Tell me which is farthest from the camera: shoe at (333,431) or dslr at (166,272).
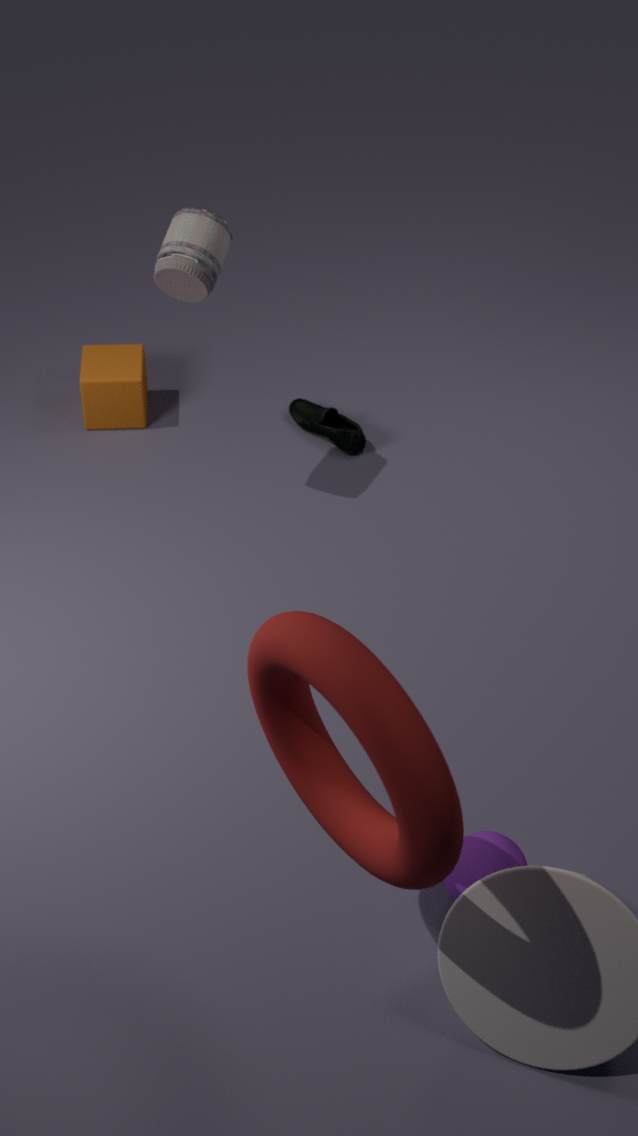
shoe at (333,431)
